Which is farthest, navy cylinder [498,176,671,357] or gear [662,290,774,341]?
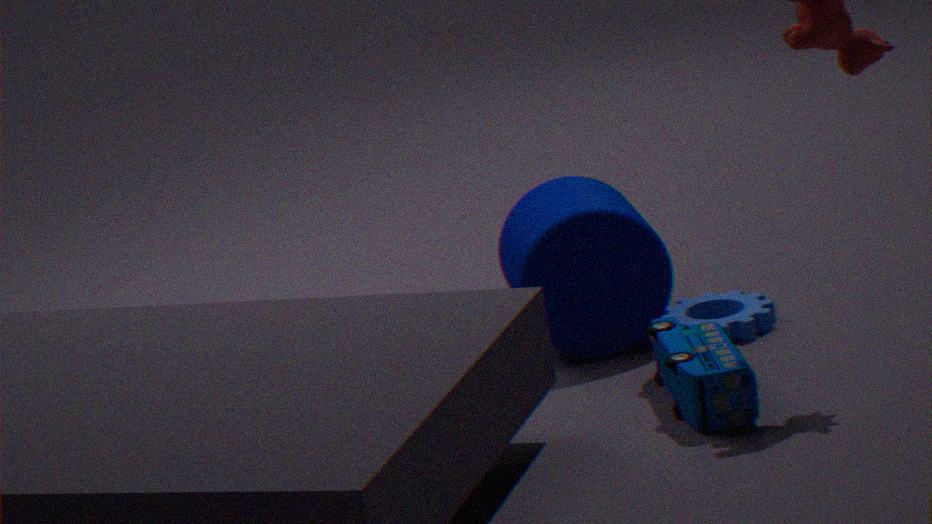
gear [662,290,774,341]
